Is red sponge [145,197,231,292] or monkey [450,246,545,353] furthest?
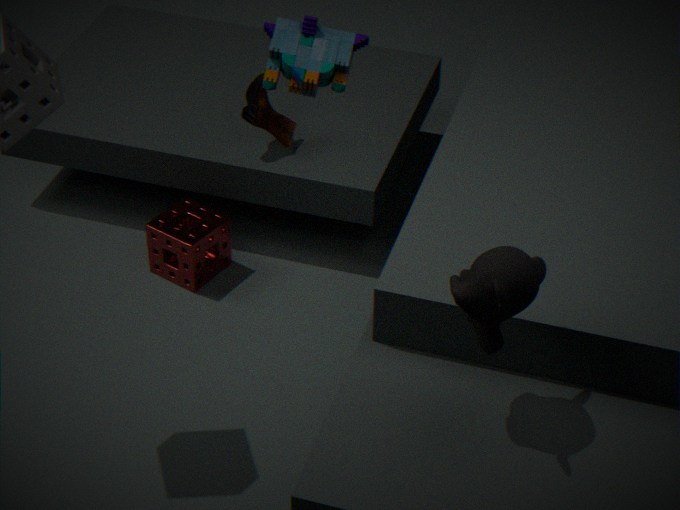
red sponge [145,197,231,292]
